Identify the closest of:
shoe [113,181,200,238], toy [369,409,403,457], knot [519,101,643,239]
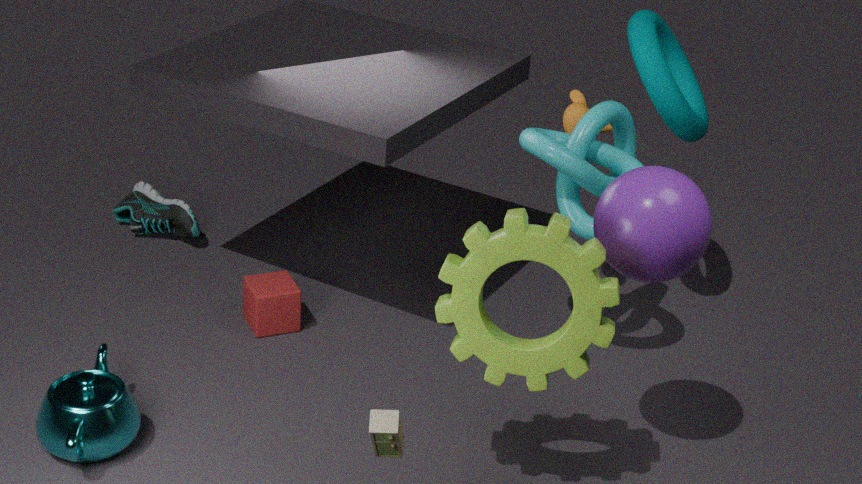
toy [369,409,403,457]
